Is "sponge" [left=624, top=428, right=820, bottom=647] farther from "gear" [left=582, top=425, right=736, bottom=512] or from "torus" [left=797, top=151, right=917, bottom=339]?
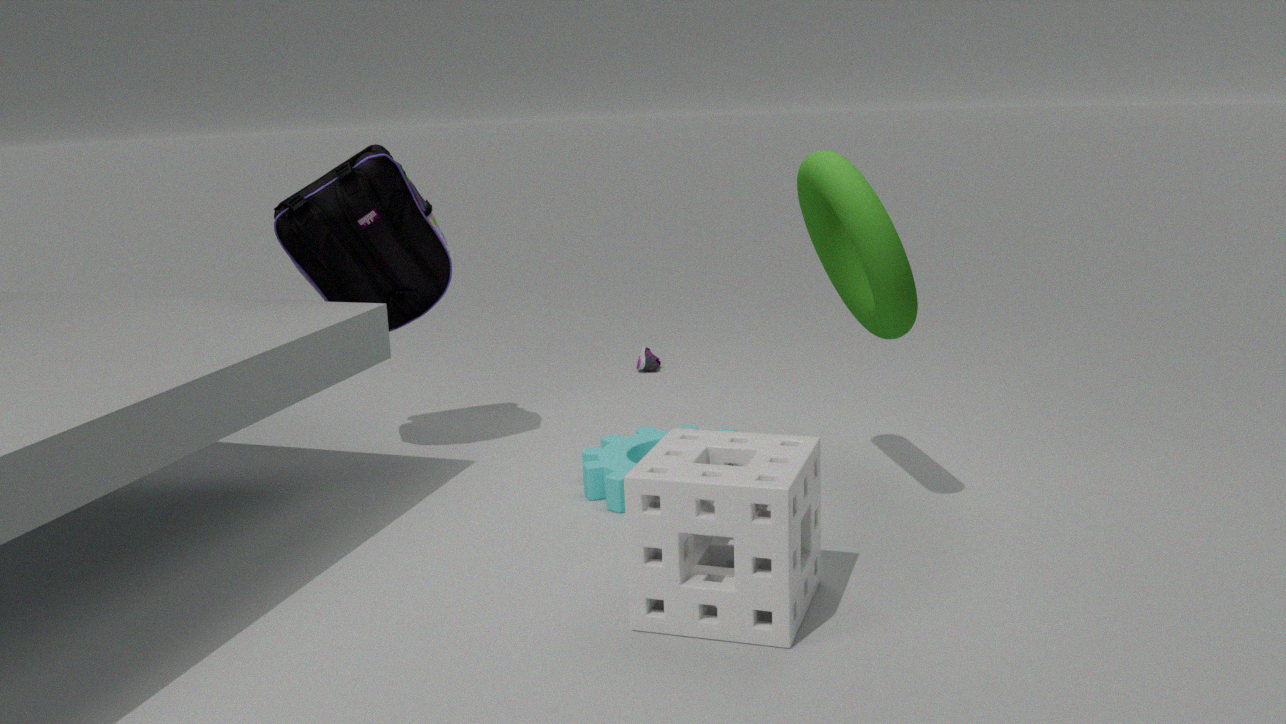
"torus" [left=797, top=151, right=917, bottom=339]
